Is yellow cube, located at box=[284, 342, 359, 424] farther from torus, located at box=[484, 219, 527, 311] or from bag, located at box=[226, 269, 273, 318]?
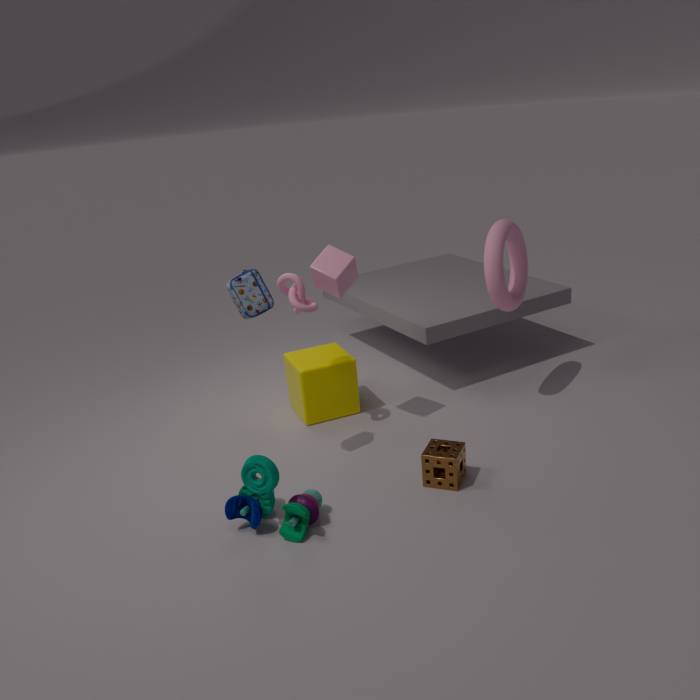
torus, located at box=[484, 219, 527, 311]
